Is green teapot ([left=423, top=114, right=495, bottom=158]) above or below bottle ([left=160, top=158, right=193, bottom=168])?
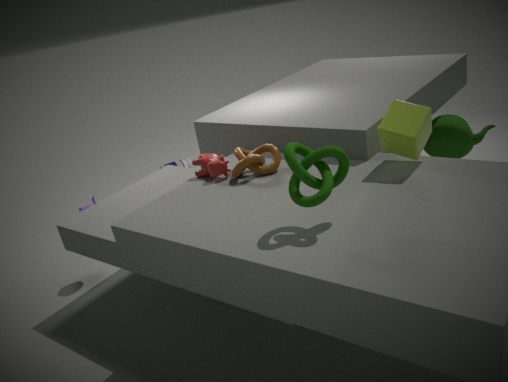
above
